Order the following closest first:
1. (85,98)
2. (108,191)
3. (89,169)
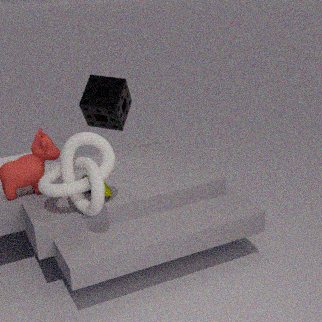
1. (89,169)
2. (108,191)
3. (85,98)
